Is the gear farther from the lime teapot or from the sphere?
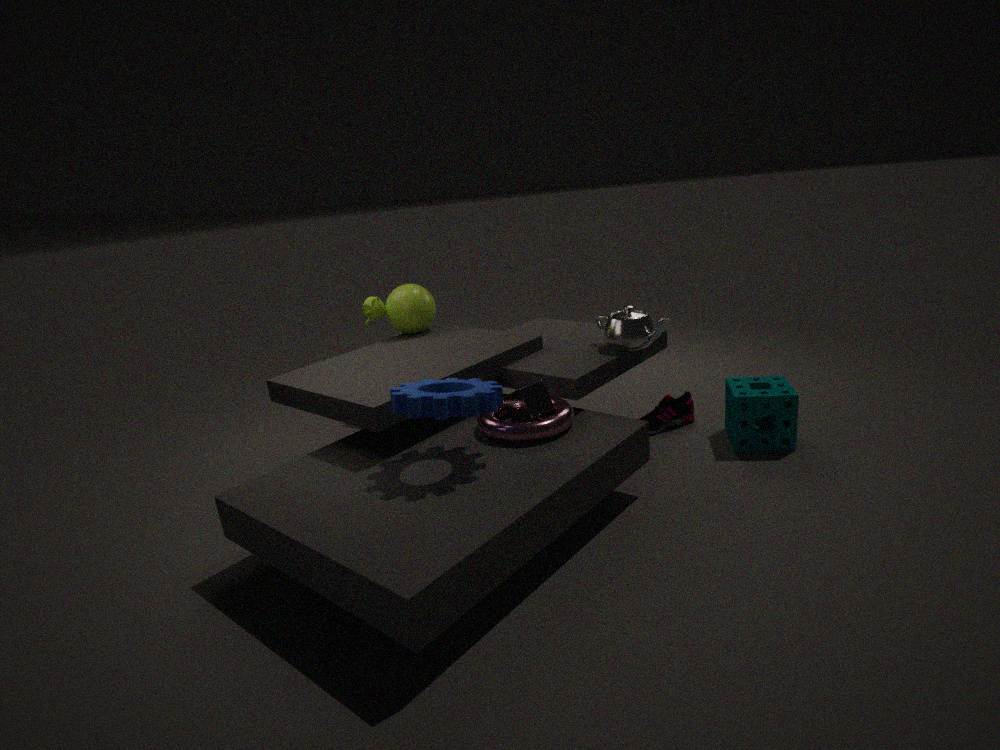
the lime teapot
